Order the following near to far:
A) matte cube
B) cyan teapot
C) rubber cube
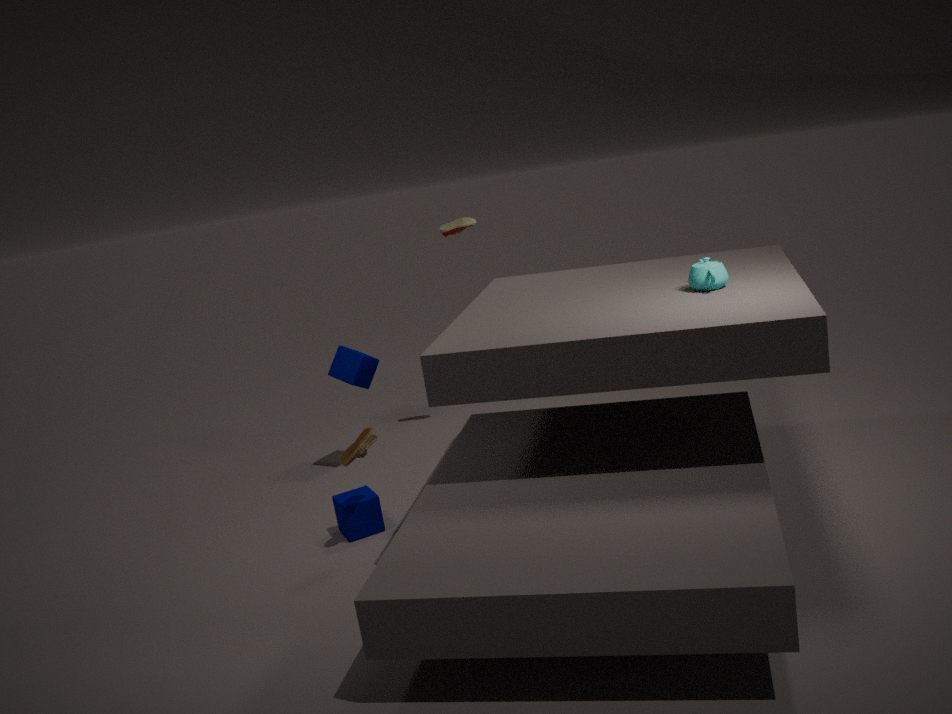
→ cyan teapot < rubber cube < matte cube
